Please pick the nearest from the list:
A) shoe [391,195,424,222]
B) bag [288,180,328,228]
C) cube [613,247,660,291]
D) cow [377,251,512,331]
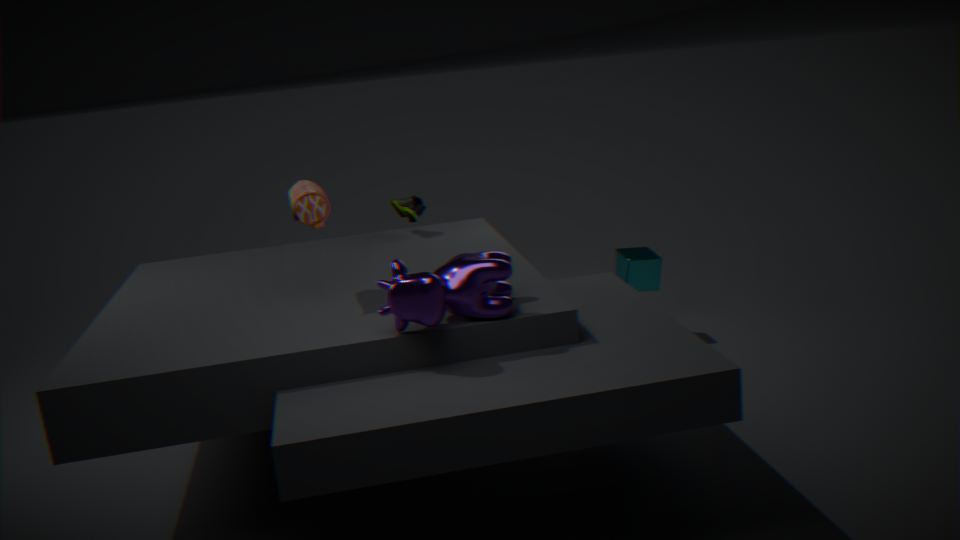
cow [377,251,512,331]
